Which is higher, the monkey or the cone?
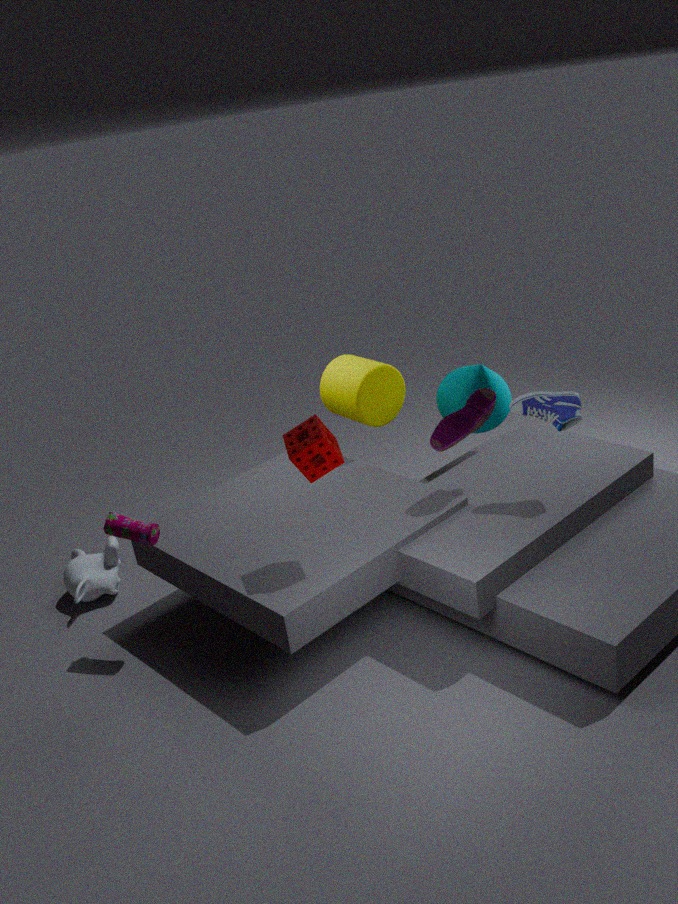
the cone
